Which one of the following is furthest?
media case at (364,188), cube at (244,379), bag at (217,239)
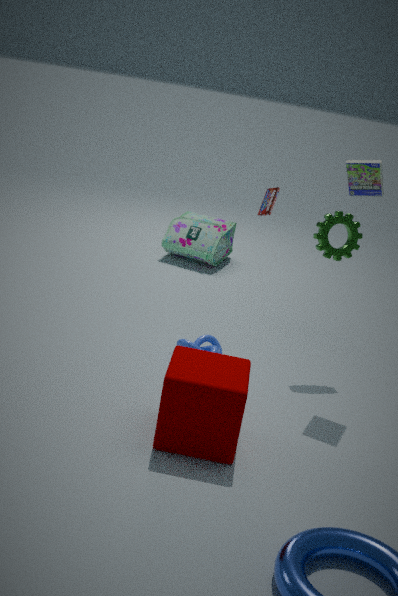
bag at (217,239)
